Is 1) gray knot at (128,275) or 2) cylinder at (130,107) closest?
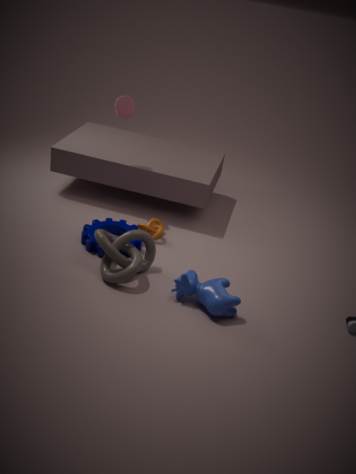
1. gray knot at (128,275)
